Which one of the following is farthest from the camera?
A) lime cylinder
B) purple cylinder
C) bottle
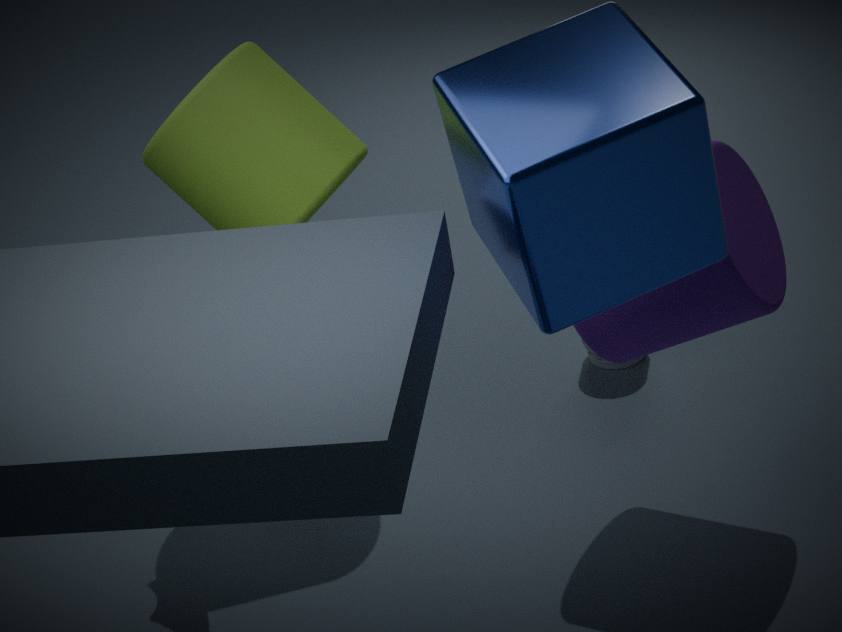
bottle
